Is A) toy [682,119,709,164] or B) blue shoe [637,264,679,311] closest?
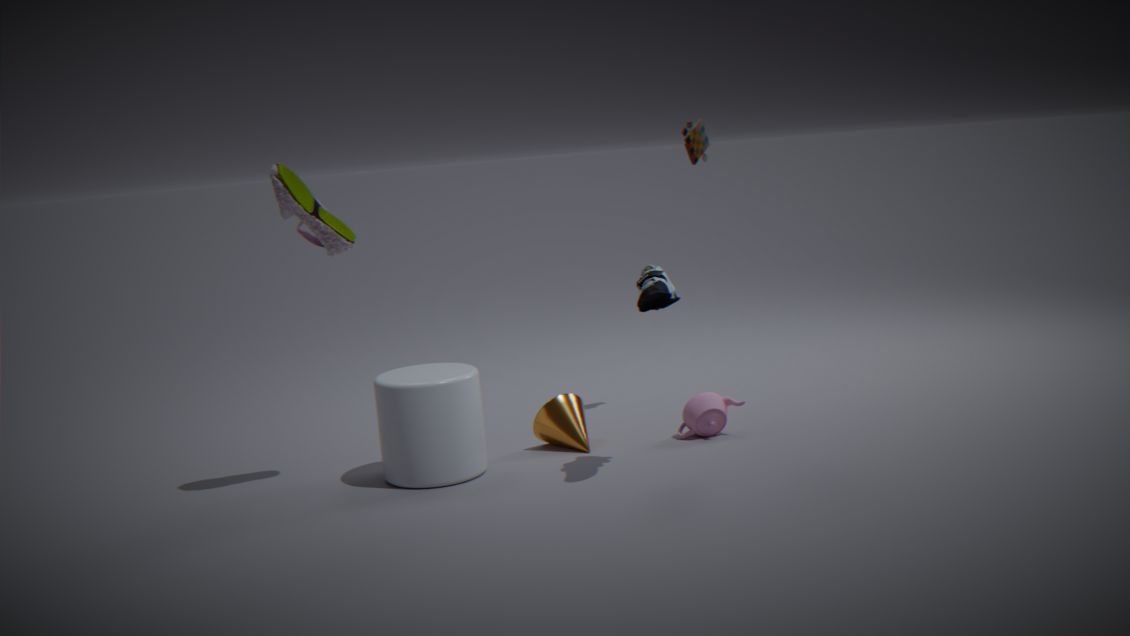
B. blue shoe [637,264,679,311]
